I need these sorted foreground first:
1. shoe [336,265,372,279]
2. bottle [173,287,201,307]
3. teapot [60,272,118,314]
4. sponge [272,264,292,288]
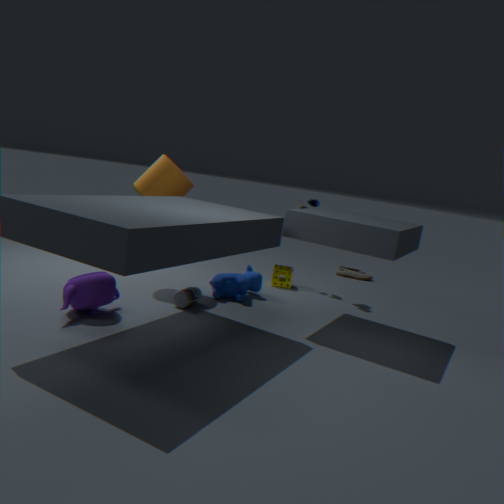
teapot [60,272,118,314]
bottle [173,287,201,307]
sponge [272,264,292,288]
shoe [336,265,372,279]
